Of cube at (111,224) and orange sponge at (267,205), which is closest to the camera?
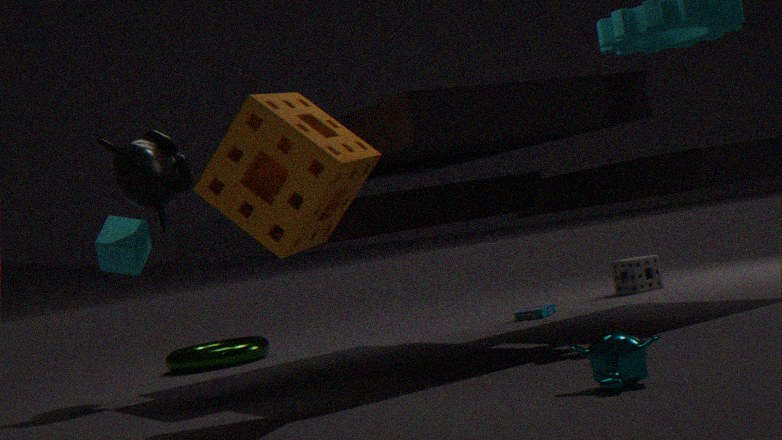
orange sponge at (267,205)
